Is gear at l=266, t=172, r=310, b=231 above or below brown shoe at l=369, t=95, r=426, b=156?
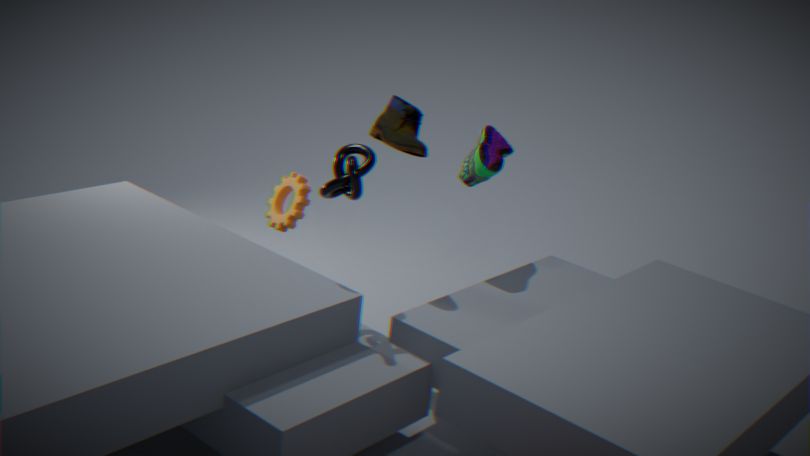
below
